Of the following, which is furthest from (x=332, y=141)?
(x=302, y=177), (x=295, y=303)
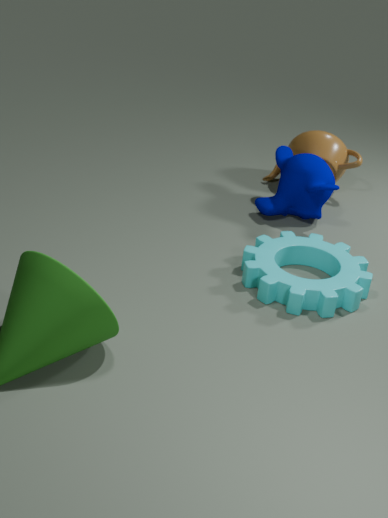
(x=295, y=303)
